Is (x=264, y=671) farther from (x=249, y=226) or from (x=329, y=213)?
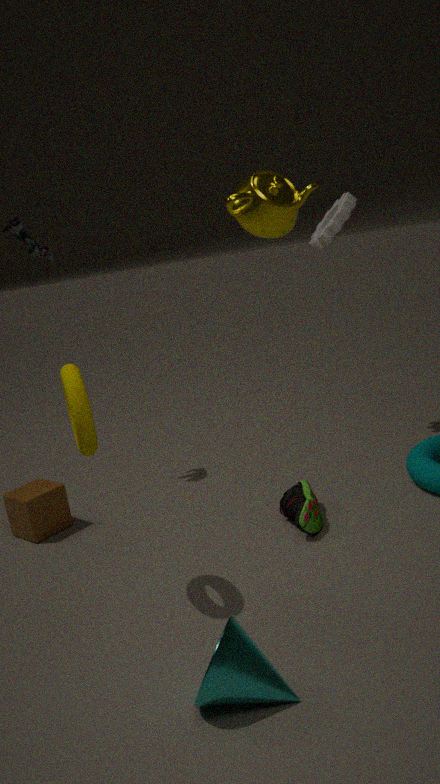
(x=329, y=213)
